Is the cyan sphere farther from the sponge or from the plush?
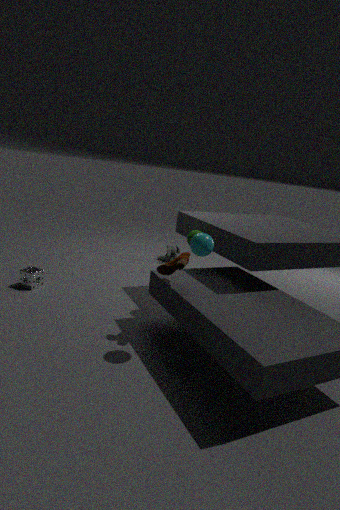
the plush
